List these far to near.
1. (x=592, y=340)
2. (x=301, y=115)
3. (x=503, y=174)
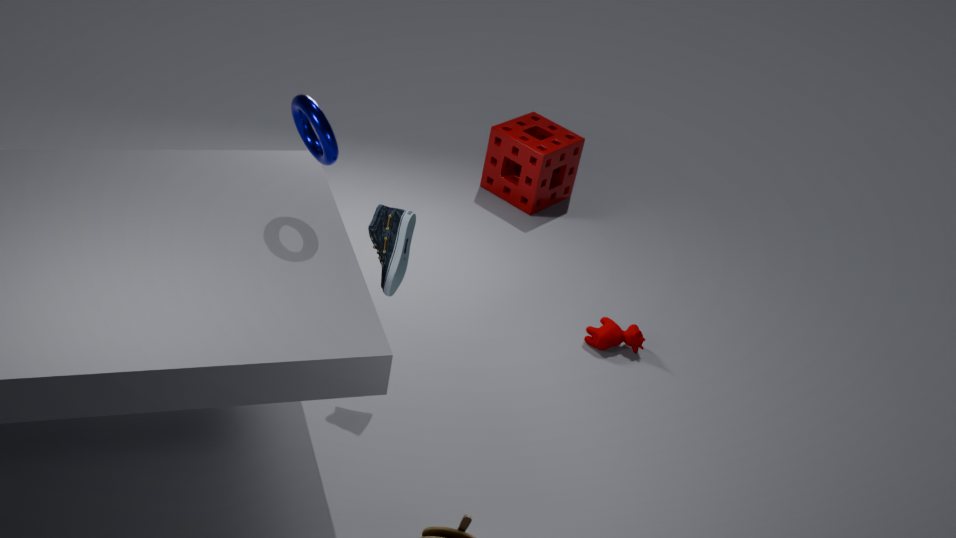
1. (x=503, y=174)
2. (x=592, y=340)
3. (x=301, y=115)
